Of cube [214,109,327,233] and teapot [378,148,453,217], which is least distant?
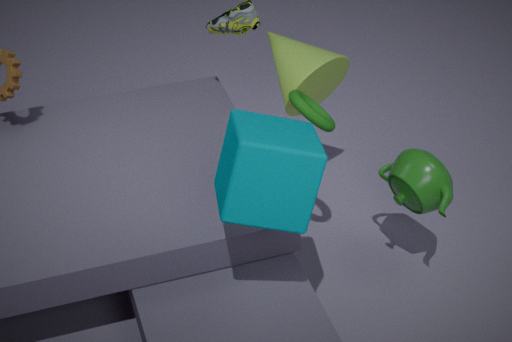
cube [214,109,327,233]
